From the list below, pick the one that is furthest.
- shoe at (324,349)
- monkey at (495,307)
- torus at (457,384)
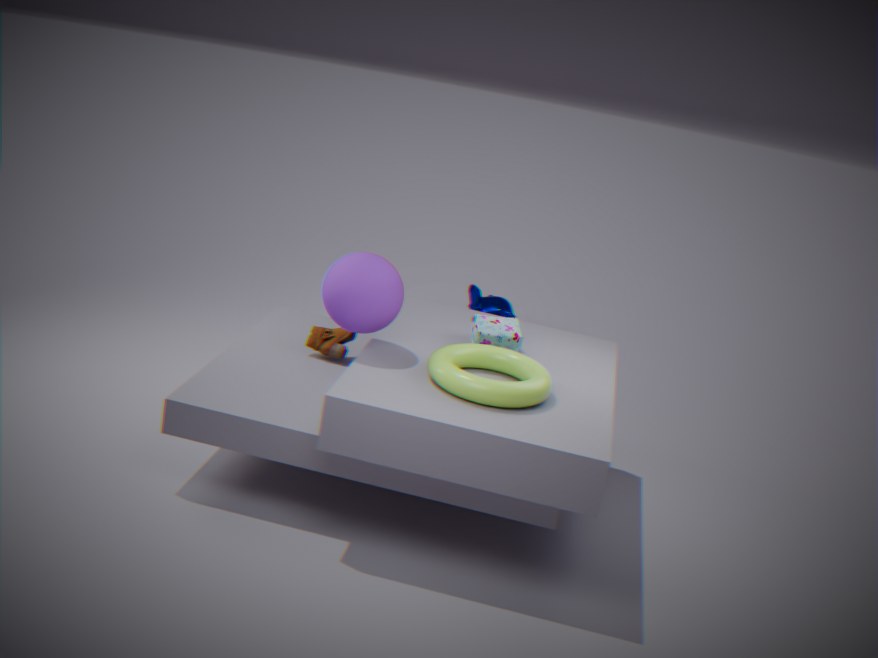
monkey at (495,307)
